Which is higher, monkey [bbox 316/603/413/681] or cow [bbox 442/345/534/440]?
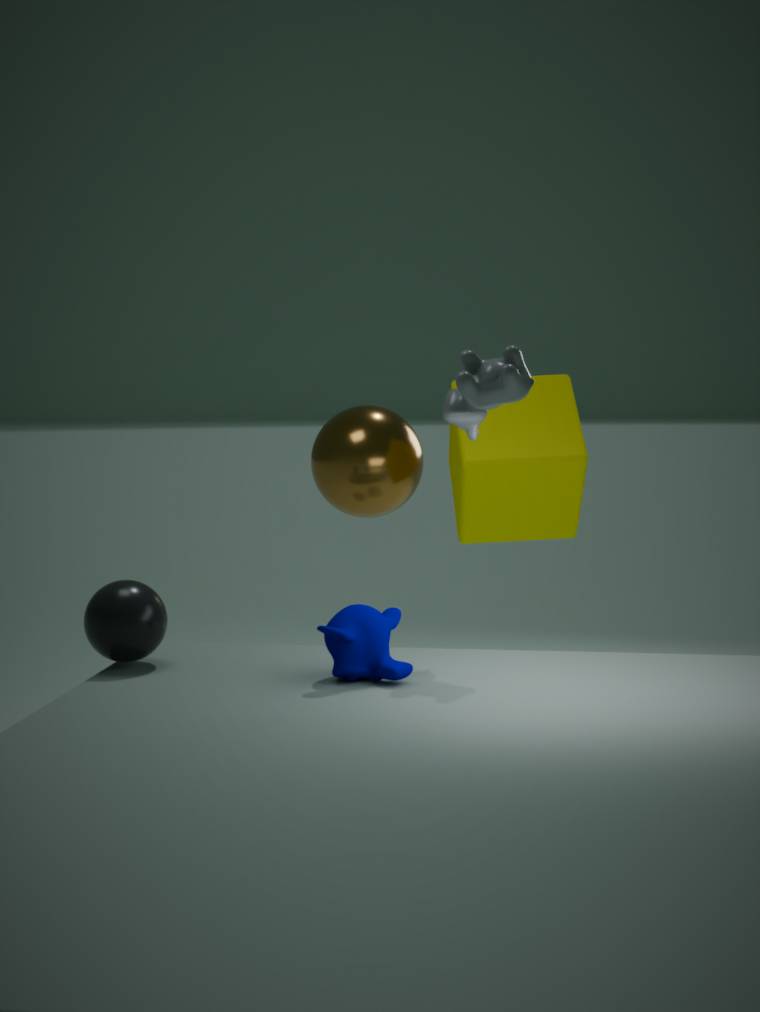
cow [bbox 442/345/534/440]
